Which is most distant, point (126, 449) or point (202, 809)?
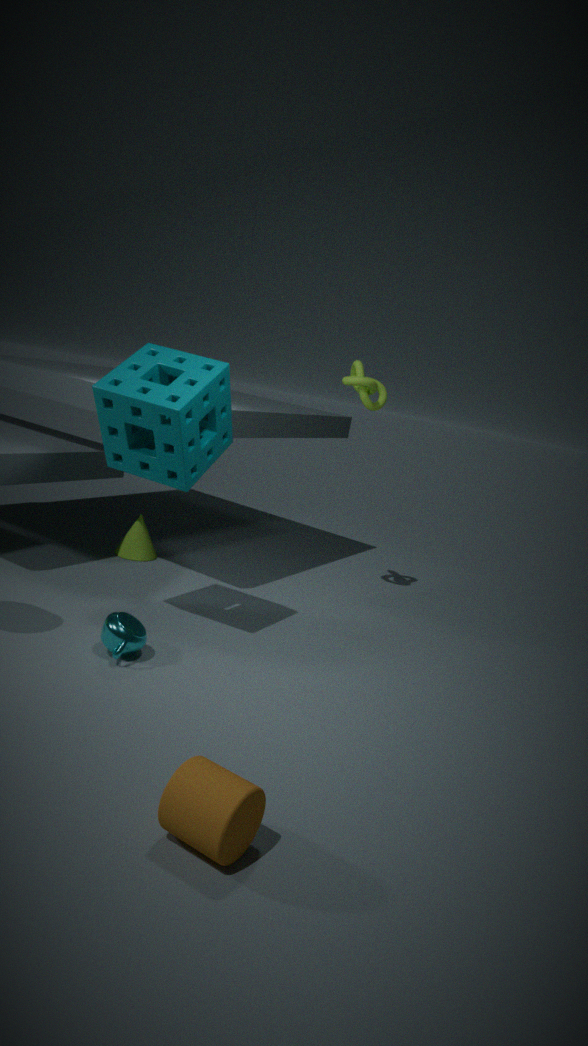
point (126, 449)
